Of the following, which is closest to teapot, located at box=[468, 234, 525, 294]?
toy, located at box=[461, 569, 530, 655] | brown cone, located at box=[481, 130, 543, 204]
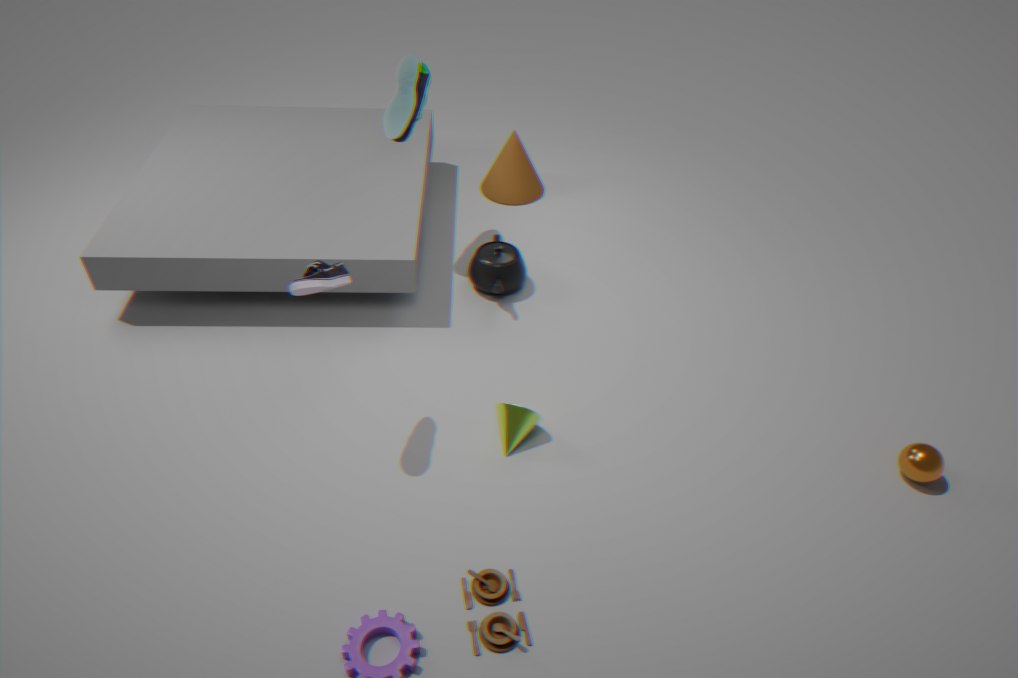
brown cone, located at box=[481, 130, 543, 204]
